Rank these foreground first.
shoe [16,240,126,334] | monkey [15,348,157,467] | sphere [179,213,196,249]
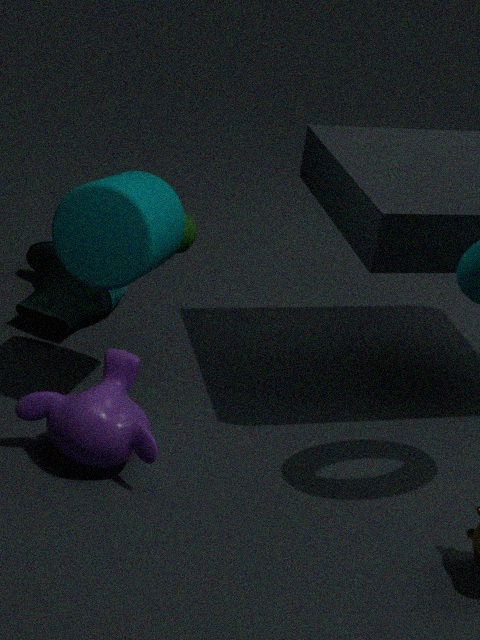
monkey [15,348,157,467], shoe [16,240,126,334], sphere [179,213,196,249]
